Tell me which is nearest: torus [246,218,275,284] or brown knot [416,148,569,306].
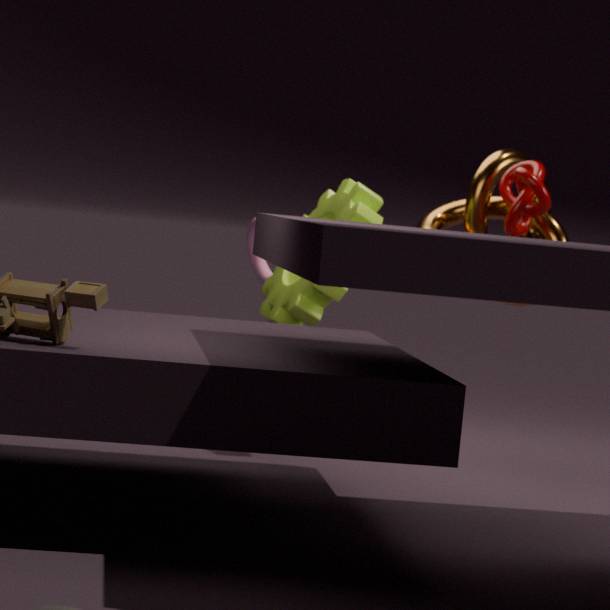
brown knot [416,148,569,306]
